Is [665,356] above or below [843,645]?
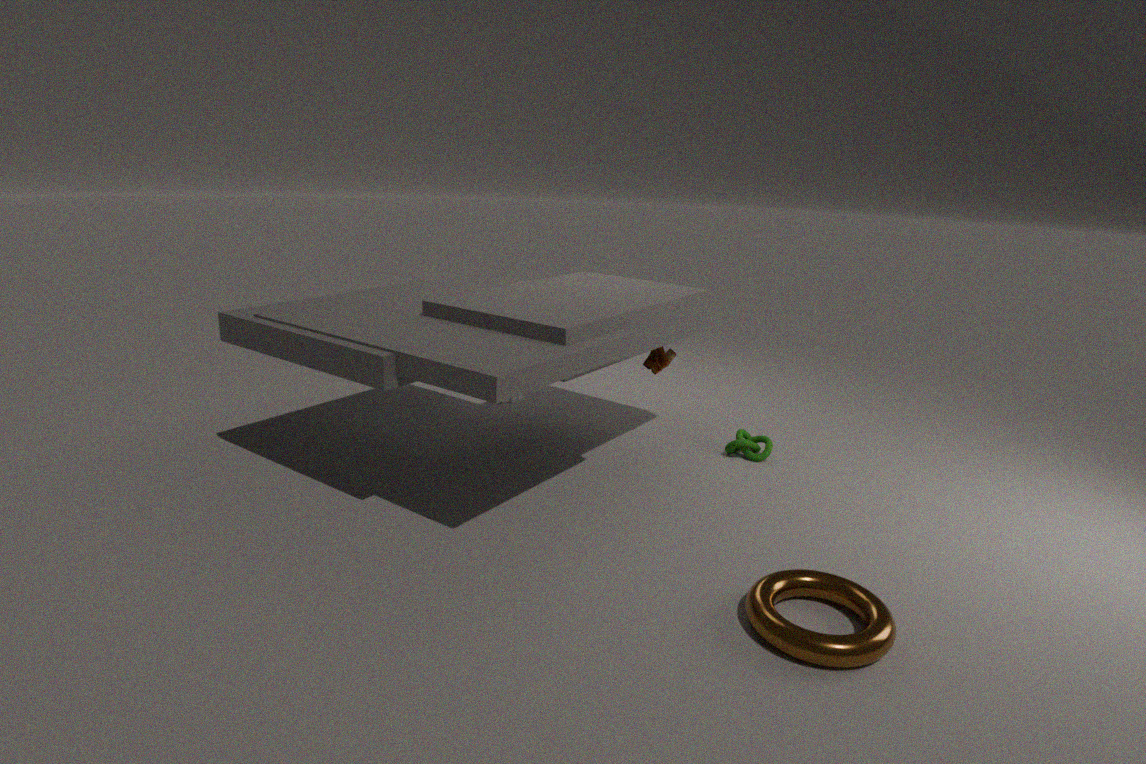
above
